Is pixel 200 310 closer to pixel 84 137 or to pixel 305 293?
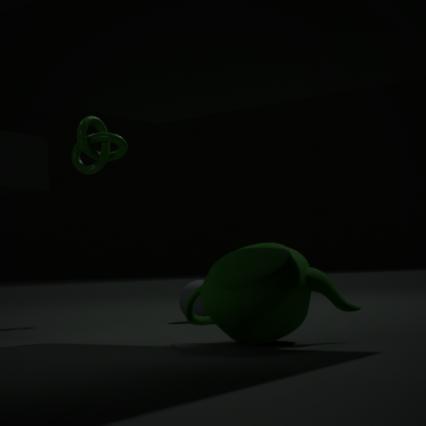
pixel 84 137
